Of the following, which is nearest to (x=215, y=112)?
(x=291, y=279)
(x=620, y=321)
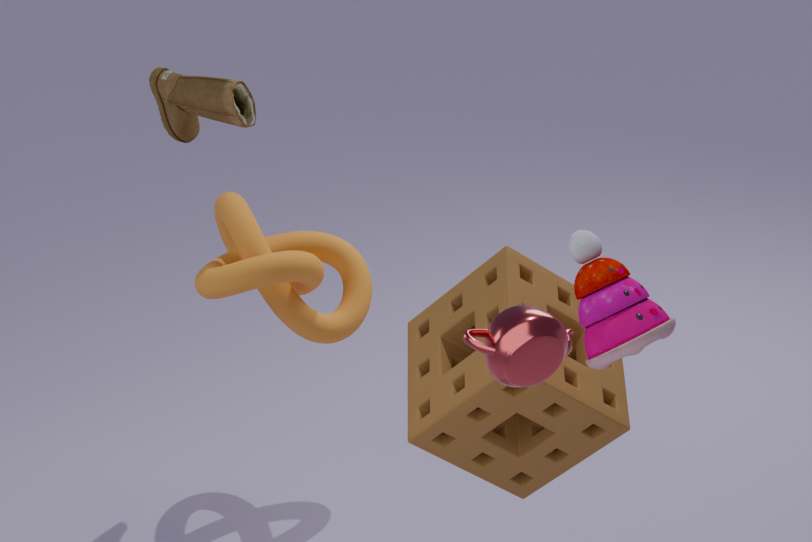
(x=291, y=279)
